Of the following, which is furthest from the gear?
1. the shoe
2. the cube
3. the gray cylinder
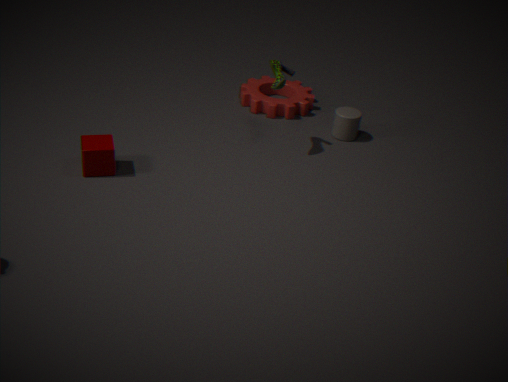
the cube
